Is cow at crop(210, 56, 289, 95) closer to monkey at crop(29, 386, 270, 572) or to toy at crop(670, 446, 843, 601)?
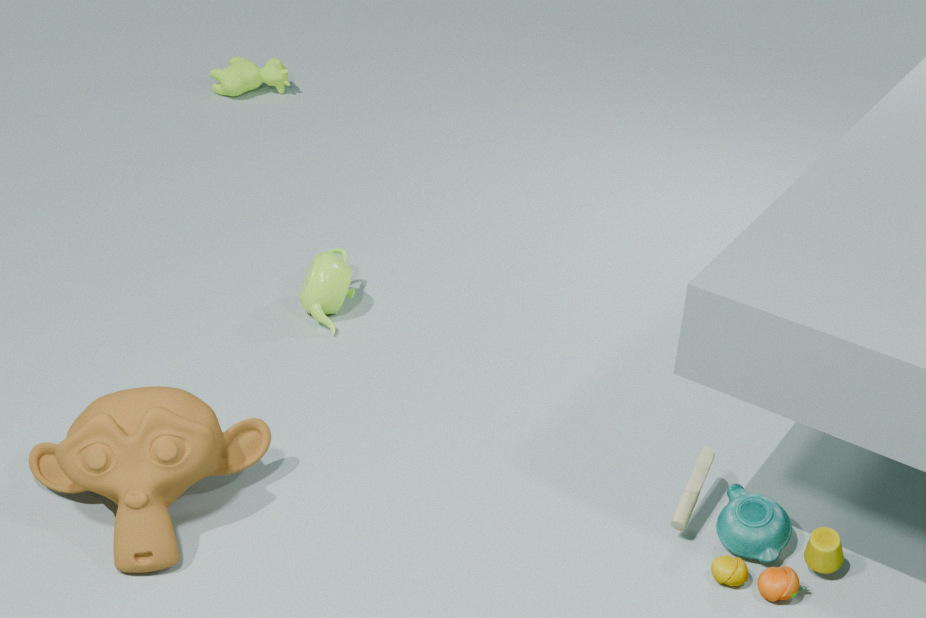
monkey at crop(29, 386, 270, 572)
